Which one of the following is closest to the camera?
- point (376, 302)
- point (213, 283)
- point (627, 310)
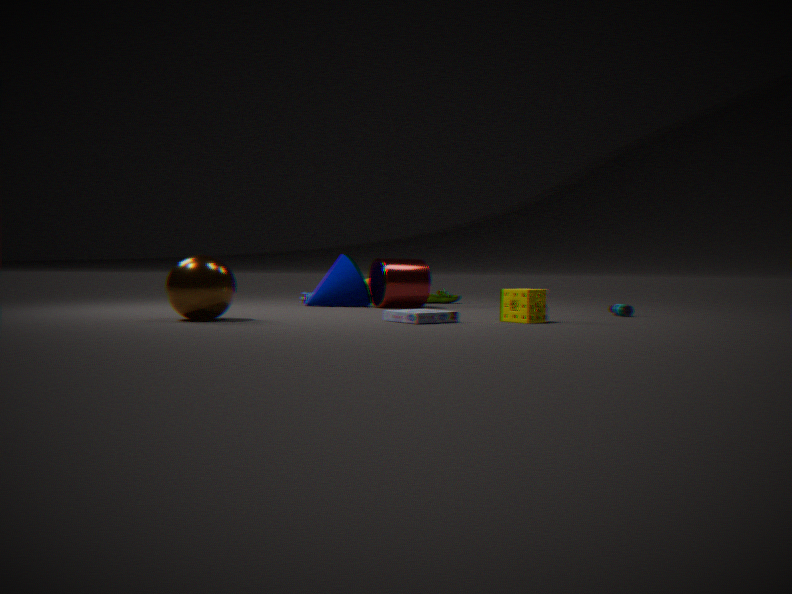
point (213, 283)
